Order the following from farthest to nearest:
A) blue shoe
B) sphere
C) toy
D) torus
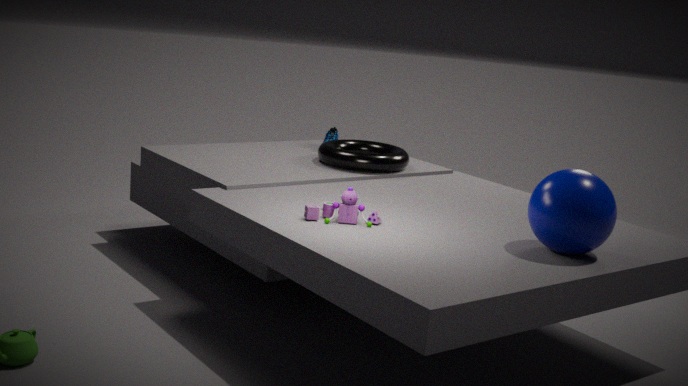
blue shoe, torus, toy, sphere
